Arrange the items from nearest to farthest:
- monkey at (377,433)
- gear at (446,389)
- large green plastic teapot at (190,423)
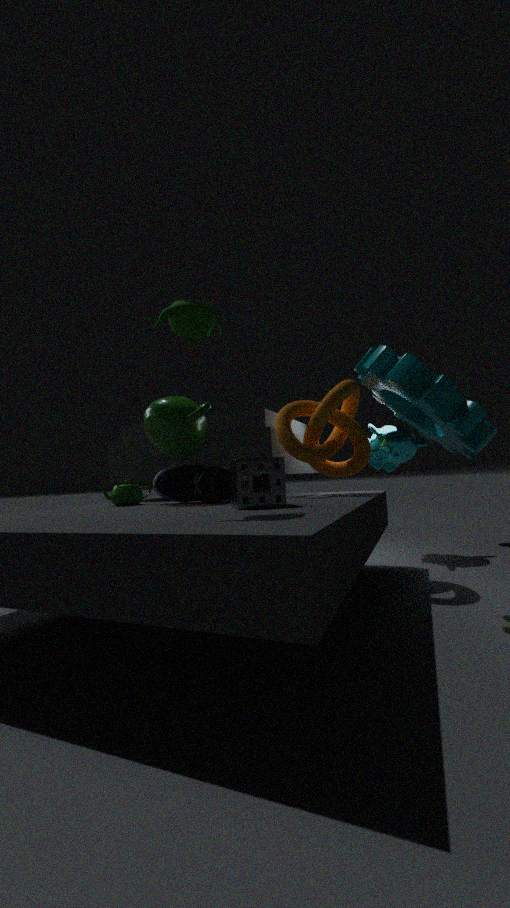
gear at (446,389), large green plastic teapot at (190,423), monkey at (377,433)
